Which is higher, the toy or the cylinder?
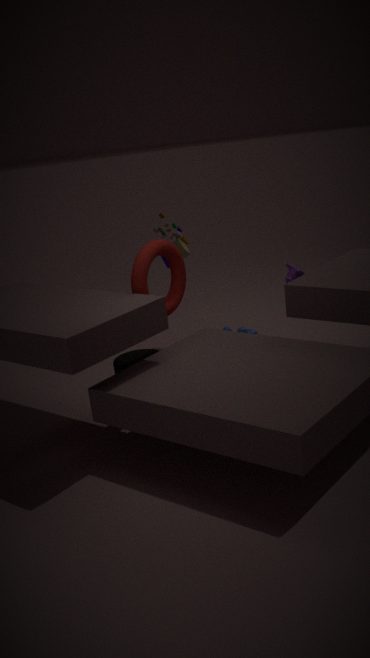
the toy
